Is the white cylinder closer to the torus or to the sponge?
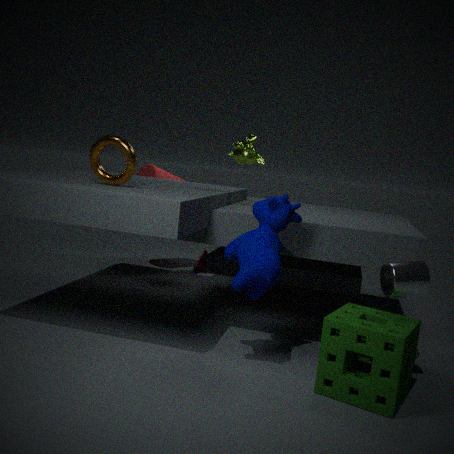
the sponge
